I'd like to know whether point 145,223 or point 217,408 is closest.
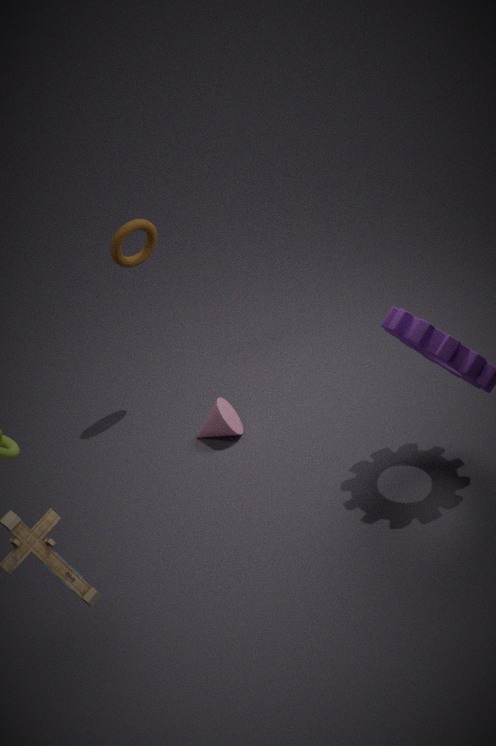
point 217,408
